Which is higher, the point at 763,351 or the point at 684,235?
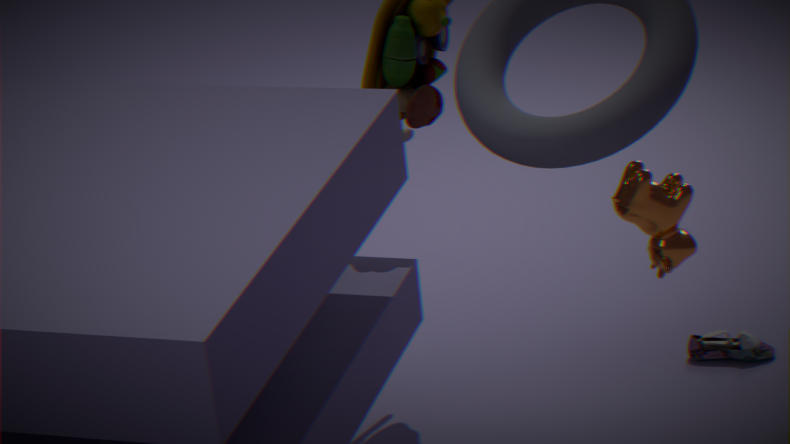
the point at 684,235
